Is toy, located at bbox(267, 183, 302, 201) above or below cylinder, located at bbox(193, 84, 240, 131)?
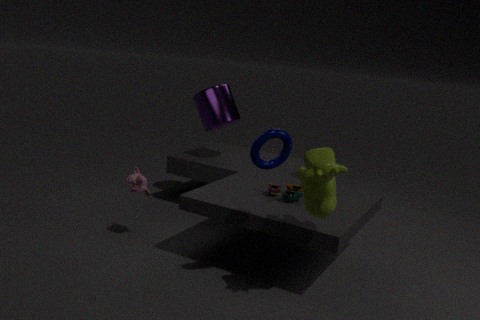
below
